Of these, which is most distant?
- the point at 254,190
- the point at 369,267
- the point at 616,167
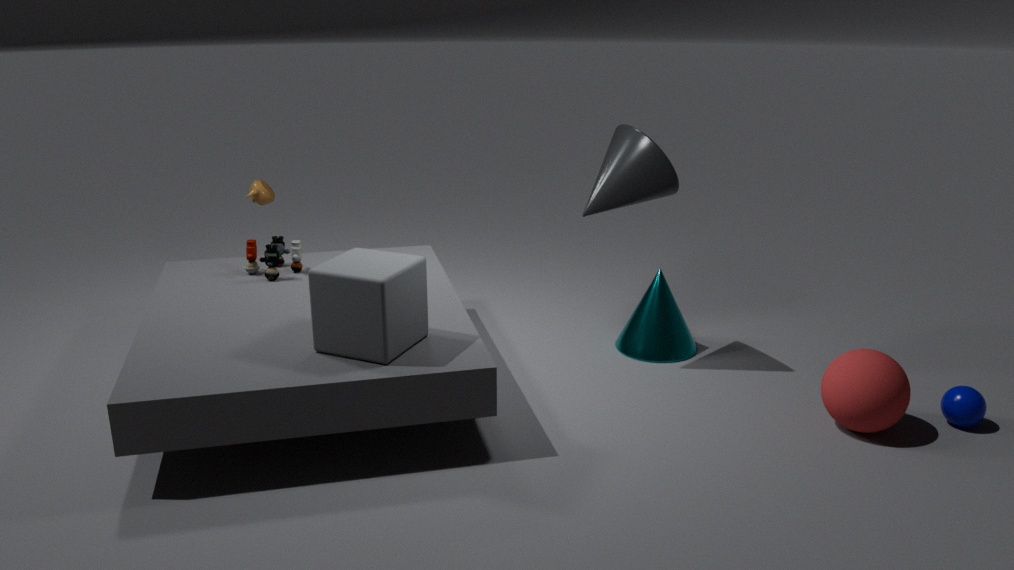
the point at 254,190
